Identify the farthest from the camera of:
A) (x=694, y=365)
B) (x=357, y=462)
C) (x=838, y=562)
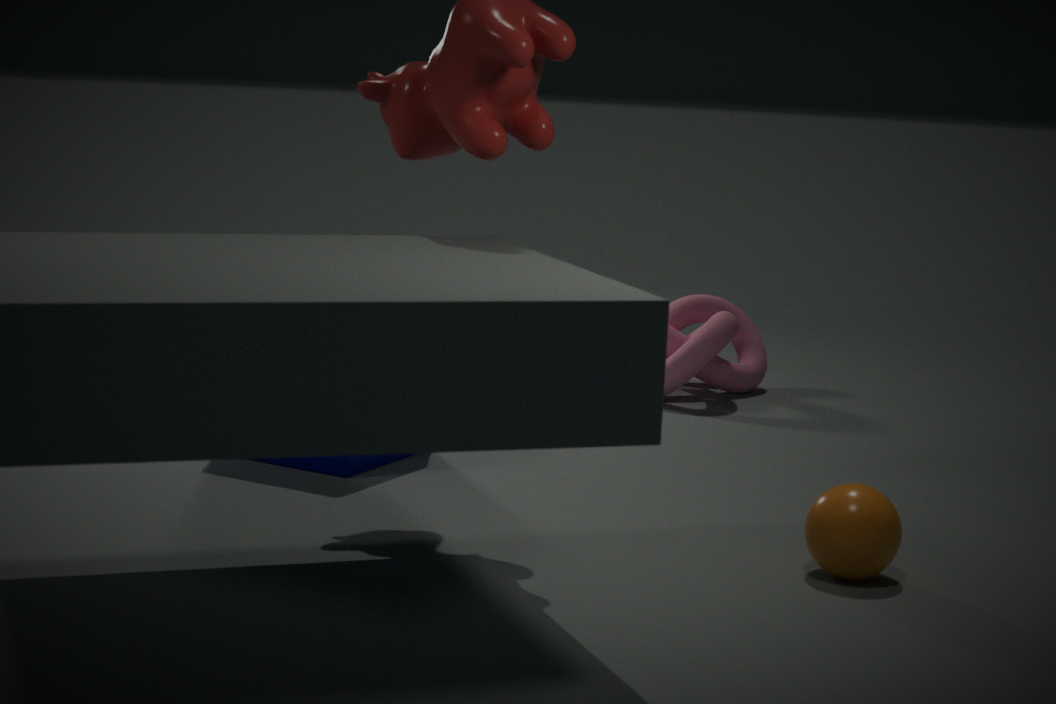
(x=694, y=365)
